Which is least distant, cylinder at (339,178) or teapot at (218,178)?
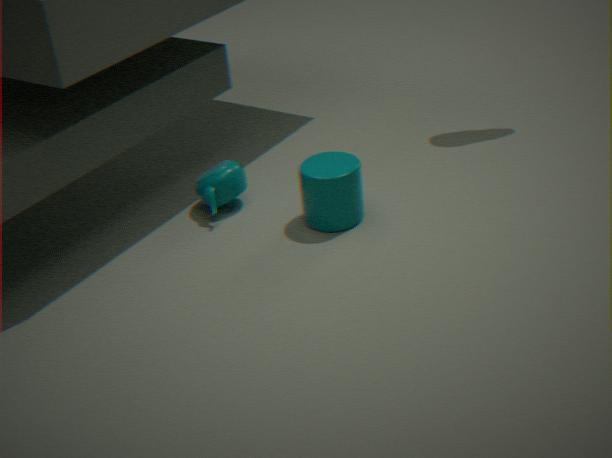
cylinder at (339,178)
